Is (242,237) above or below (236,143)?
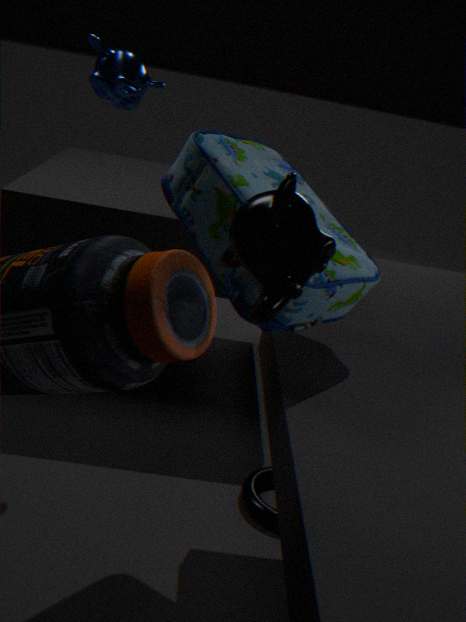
above
